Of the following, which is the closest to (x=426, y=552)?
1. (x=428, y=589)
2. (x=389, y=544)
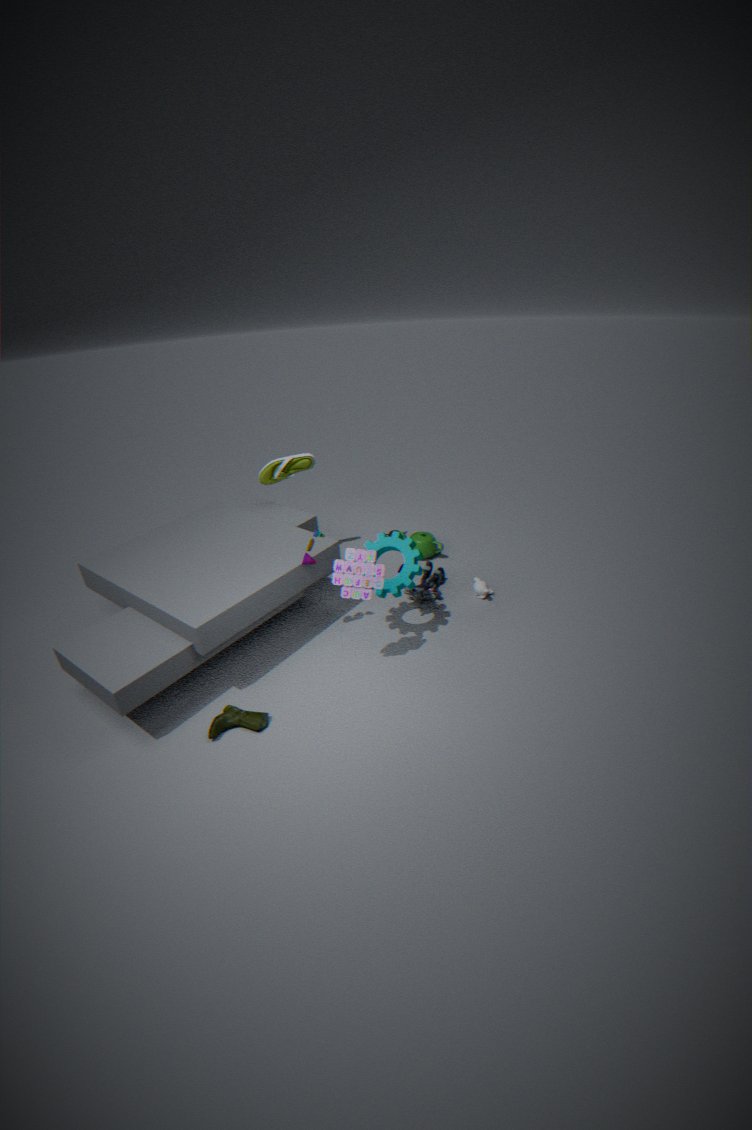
(x=428, y=589)
